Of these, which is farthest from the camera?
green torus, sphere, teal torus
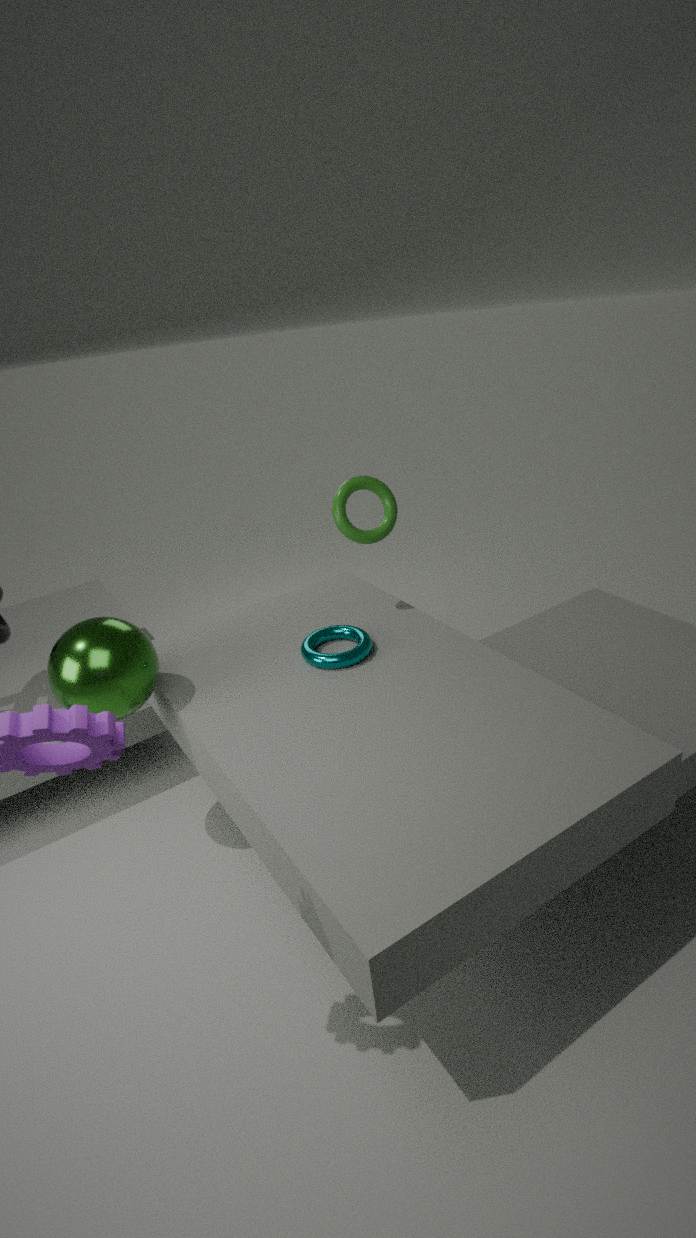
green torus
